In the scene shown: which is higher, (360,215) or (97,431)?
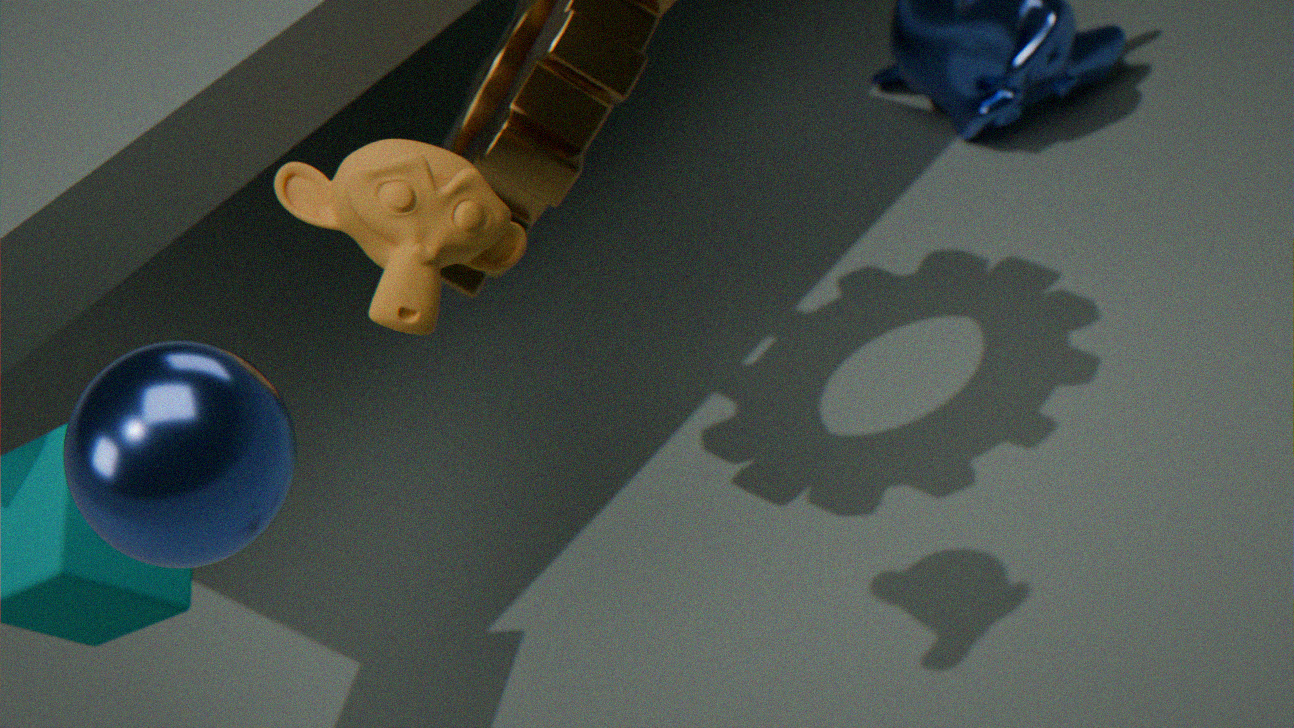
(97,431)
